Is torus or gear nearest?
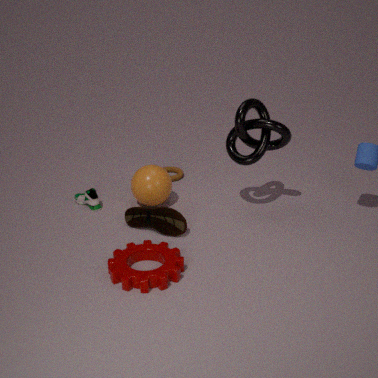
gear
